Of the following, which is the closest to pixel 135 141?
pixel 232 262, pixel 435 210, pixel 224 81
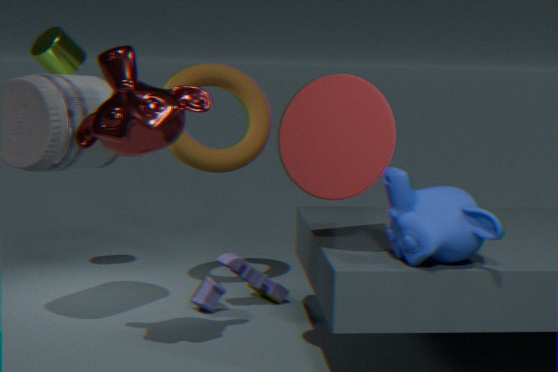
pixel 224 81
